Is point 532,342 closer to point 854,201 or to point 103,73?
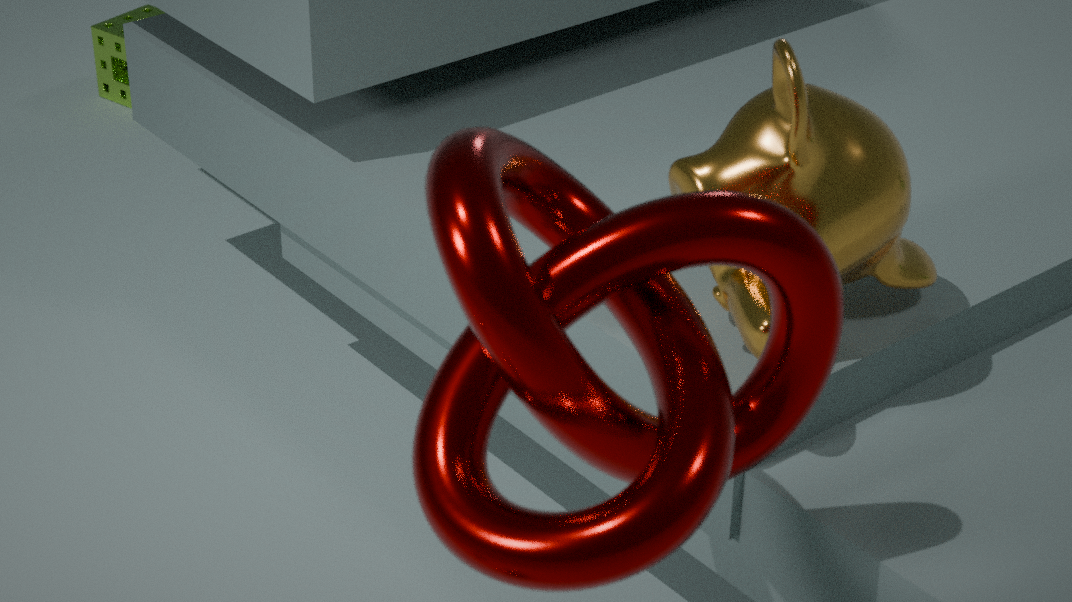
point 854,201
